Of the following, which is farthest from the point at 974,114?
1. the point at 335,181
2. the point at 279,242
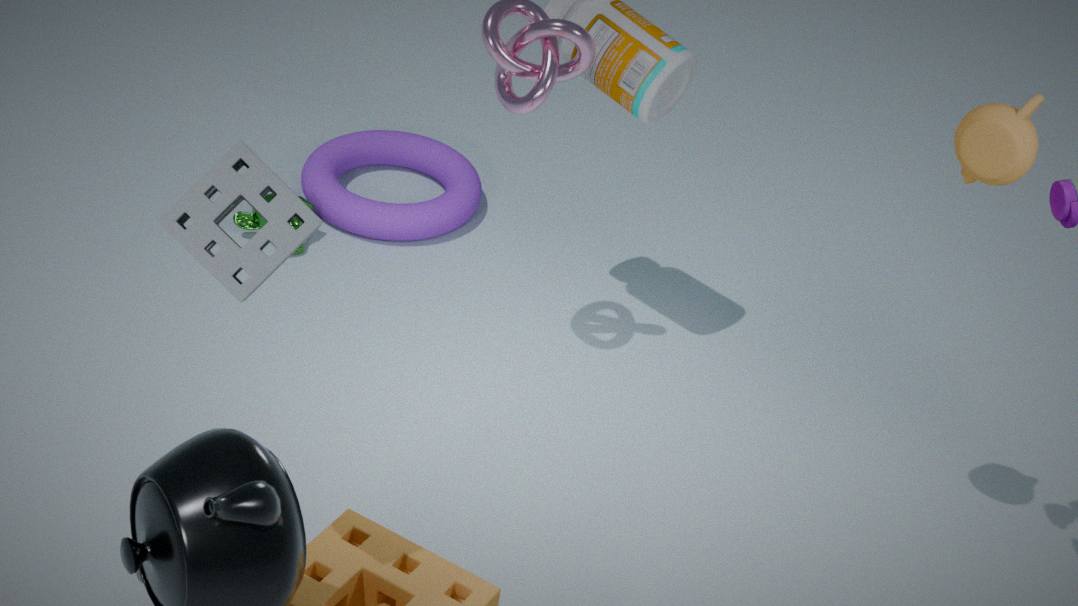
the point at 335,181
